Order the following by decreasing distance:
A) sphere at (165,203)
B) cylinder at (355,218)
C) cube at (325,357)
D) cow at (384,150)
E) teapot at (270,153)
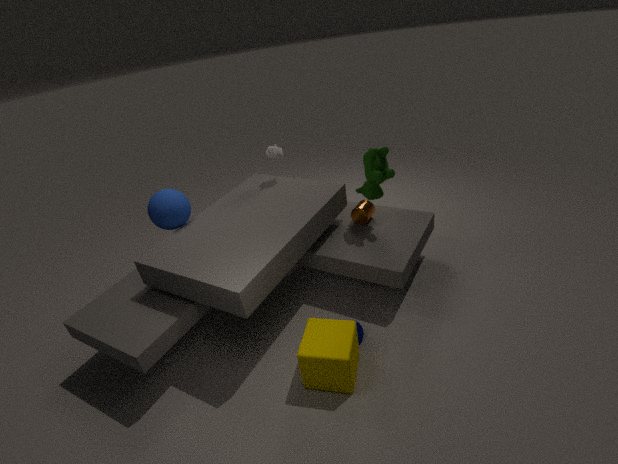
teapot at (270,153) → cylinder at (355,218) → cow at (384,150) → sphere at (165,203) → cube at (325,357)
